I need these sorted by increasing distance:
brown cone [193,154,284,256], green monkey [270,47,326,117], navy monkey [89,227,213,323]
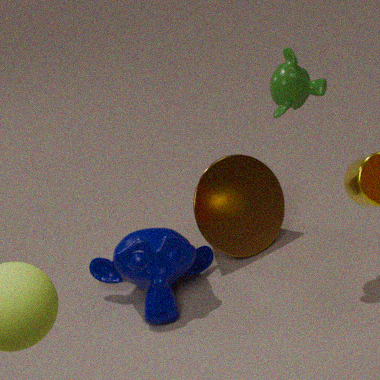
green monkey [270,47,326,117]
navy monkey [89,227,213,323]
brown cone [193,154,284,256]
